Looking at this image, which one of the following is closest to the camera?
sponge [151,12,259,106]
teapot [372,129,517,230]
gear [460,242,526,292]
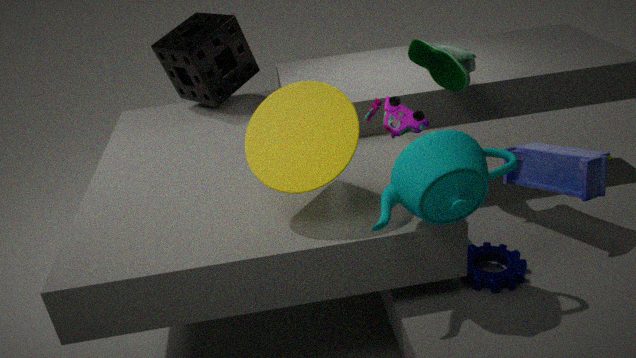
teapot [372,129,517,230]
